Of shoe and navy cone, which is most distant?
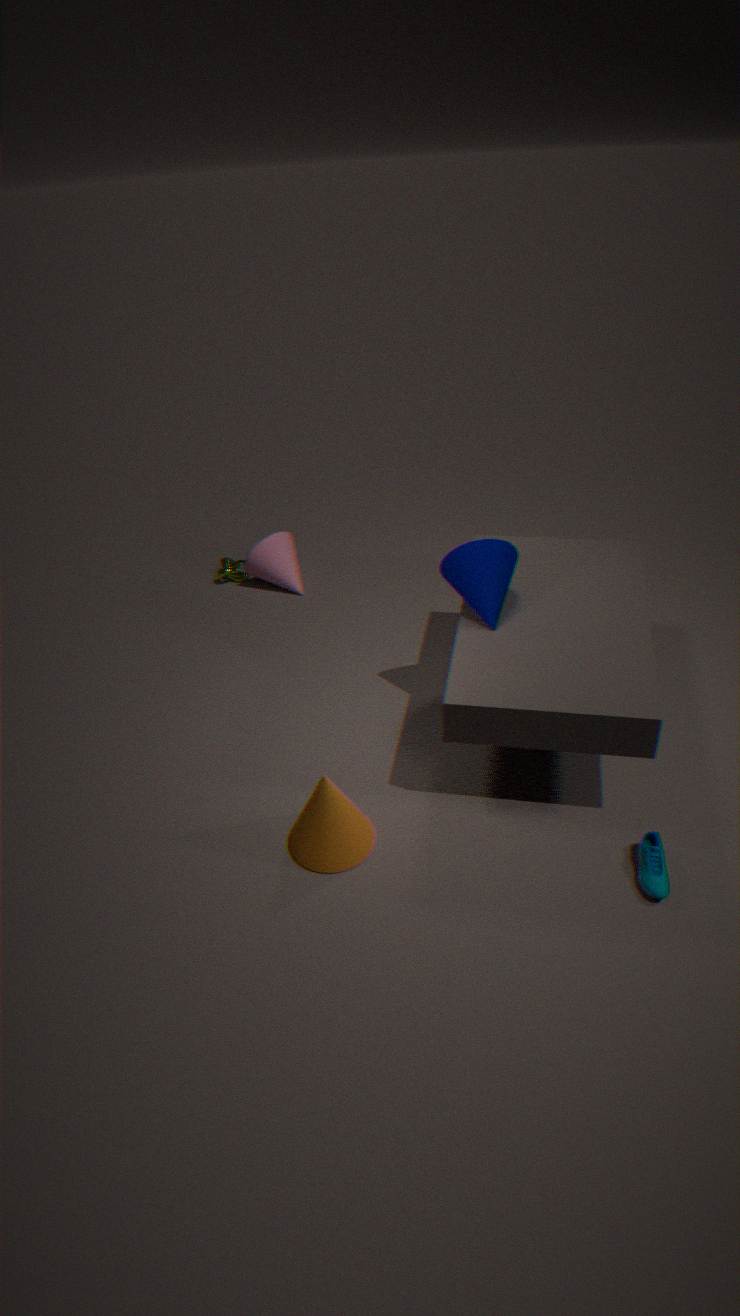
navy cone
